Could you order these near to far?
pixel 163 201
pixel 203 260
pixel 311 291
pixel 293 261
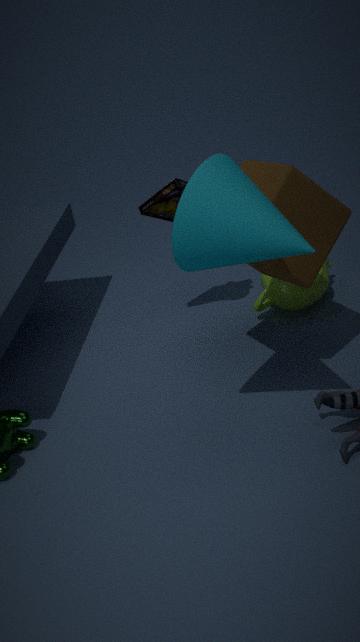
pixel 203 260 < pixel 293 261 < pixel 163 201 < pixel 311 291
